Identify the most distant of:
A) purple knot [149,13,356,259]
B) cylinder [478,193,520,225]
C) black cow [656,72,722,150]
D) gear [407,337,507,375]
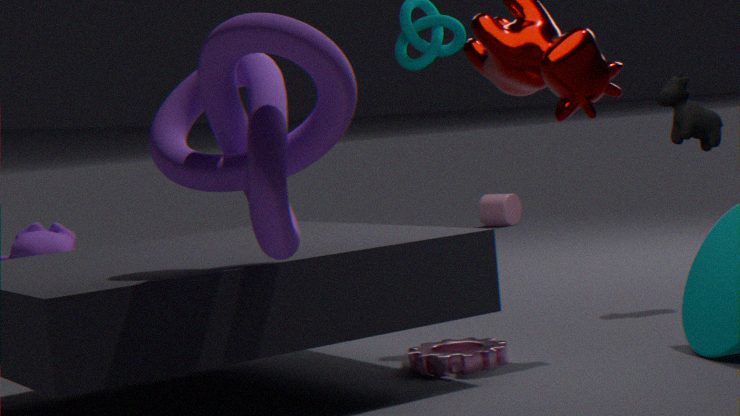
cylinder [478,193,520,225]
